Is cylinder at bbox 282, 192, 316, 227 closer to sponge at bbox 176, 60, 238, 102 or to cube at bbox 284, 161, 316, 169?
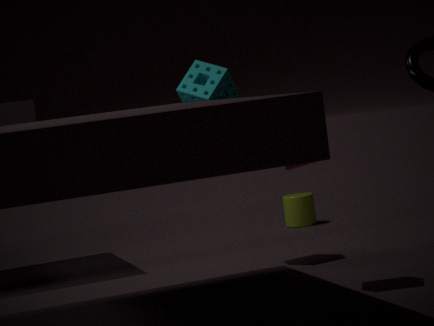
sponge at bbox 176, 60, 238, 102
